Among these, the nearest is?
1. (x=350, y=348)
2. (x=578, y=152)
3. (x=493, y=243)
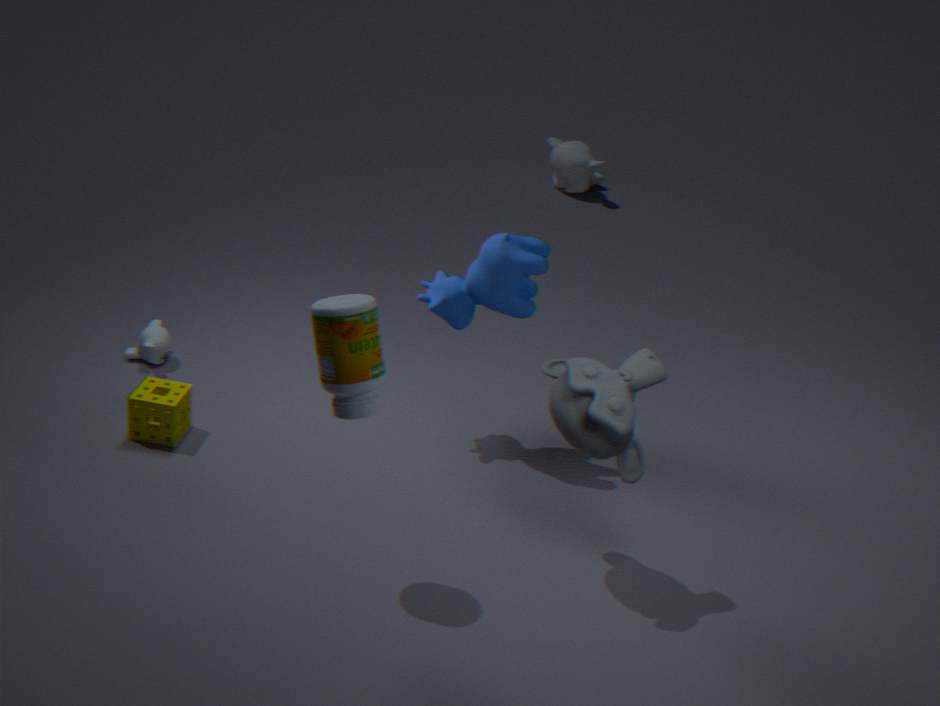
(x=350, y=348)
